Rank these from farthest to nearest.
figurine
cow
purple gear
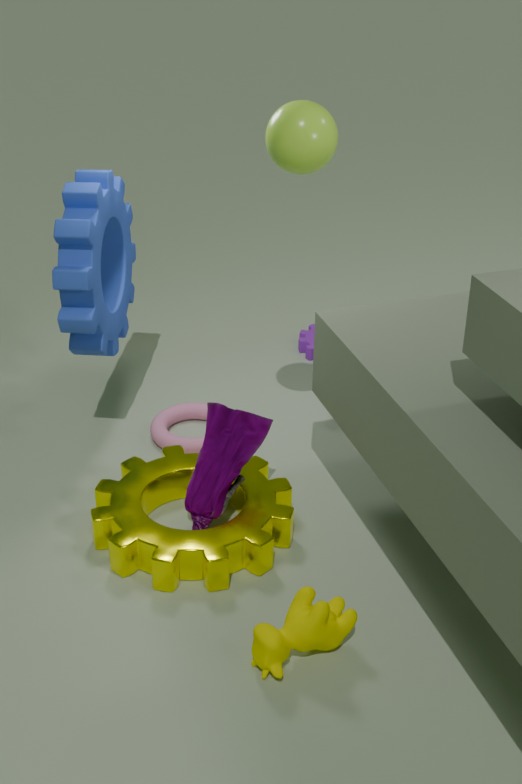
purple gear, figurine, cow
